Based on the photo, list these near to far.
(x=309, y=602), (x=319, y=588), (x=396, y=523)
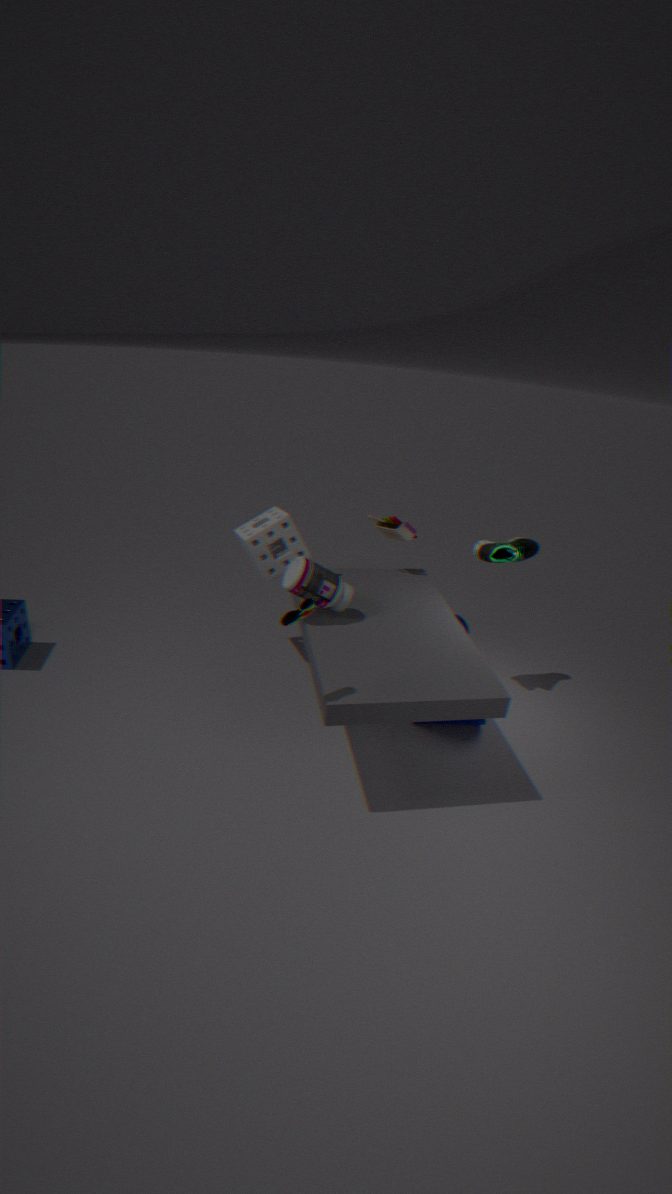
(x=309, y=602) → (x=319, y=588) → (x=396, y=523)
